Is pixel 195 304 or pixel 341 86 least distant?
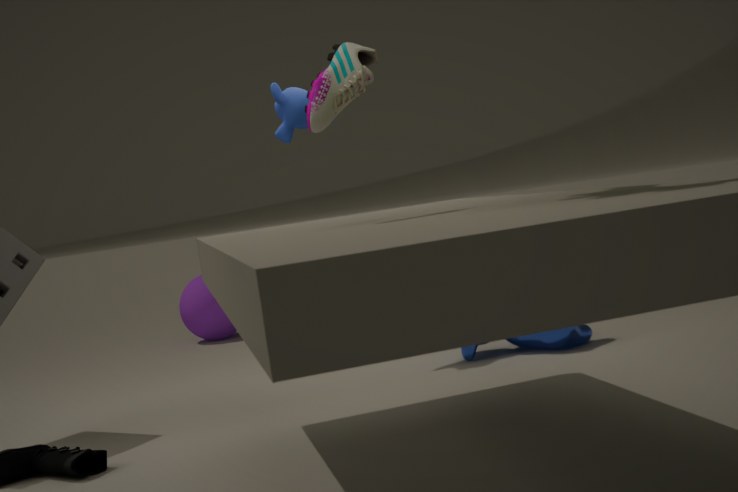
pixel 341 86
